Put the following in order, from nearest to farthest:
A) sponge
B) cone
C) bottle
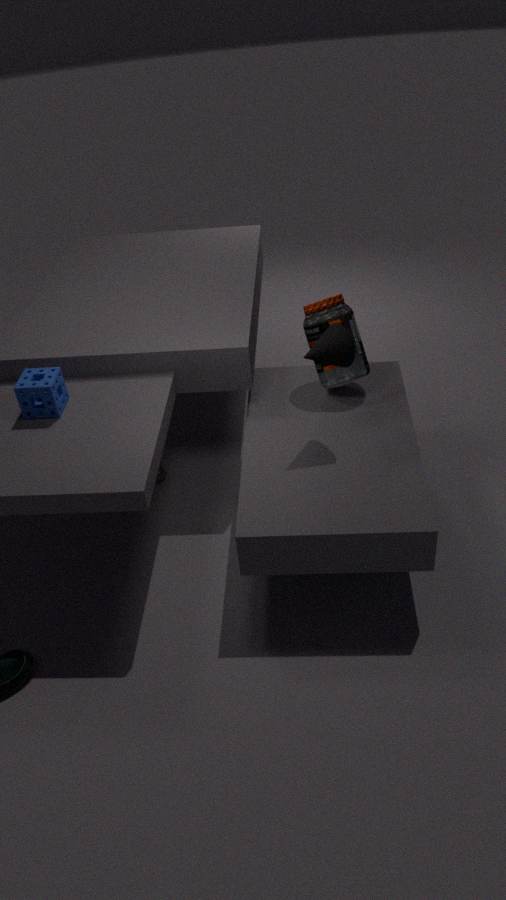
cone
sponge
bottle
